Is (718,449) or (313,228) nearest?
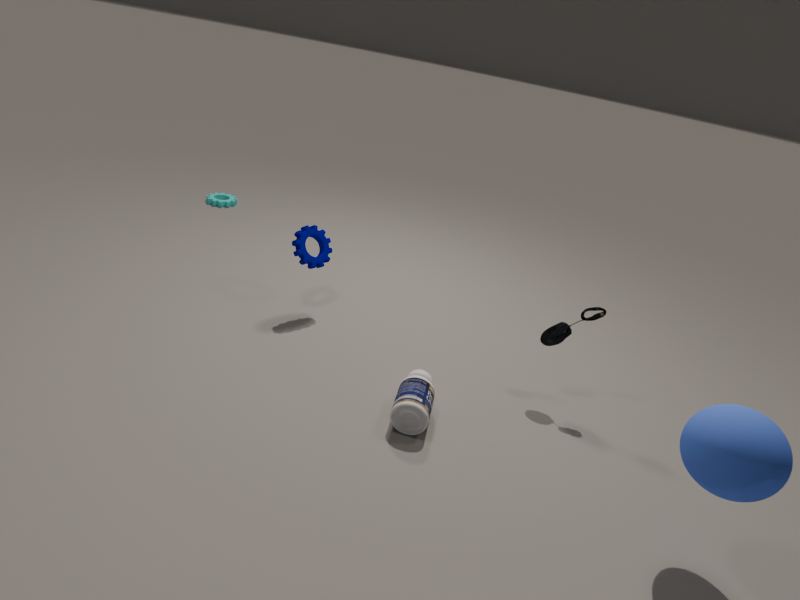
(718,449)
